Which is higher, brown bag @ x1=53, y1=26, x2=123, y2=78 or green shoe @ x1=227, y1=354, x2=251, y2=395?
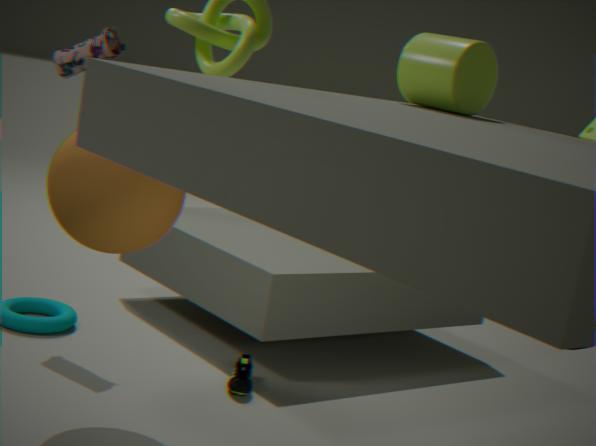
brown bag @ x1=53, y1=26, x2=123, y2=78
